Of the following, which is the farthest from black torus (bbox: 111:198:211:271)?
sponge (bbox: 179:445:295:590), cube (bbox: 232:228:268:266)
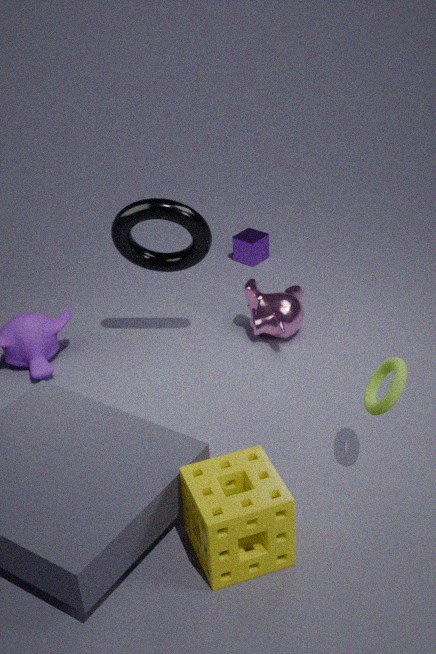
sponge (bbox: 179:445:295:590)
